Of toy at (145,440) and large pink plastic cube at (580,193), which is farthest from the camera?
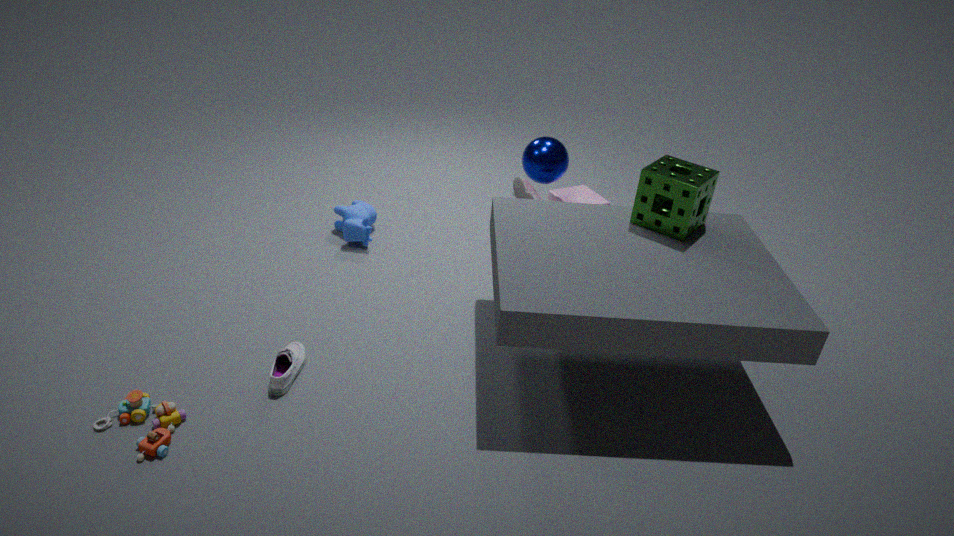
large pink plastic cube at (580,193)
